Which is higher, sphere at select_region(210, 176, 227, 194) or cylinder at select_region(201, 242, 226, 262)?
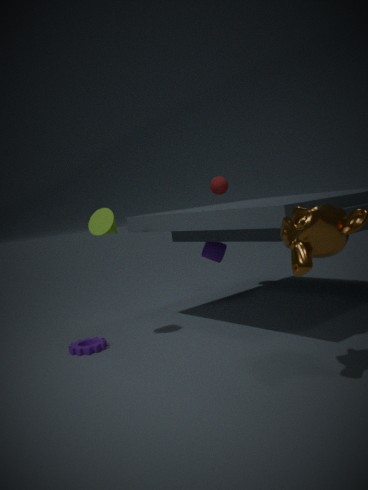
sphere at select_region(210, 176, 227, 194)
